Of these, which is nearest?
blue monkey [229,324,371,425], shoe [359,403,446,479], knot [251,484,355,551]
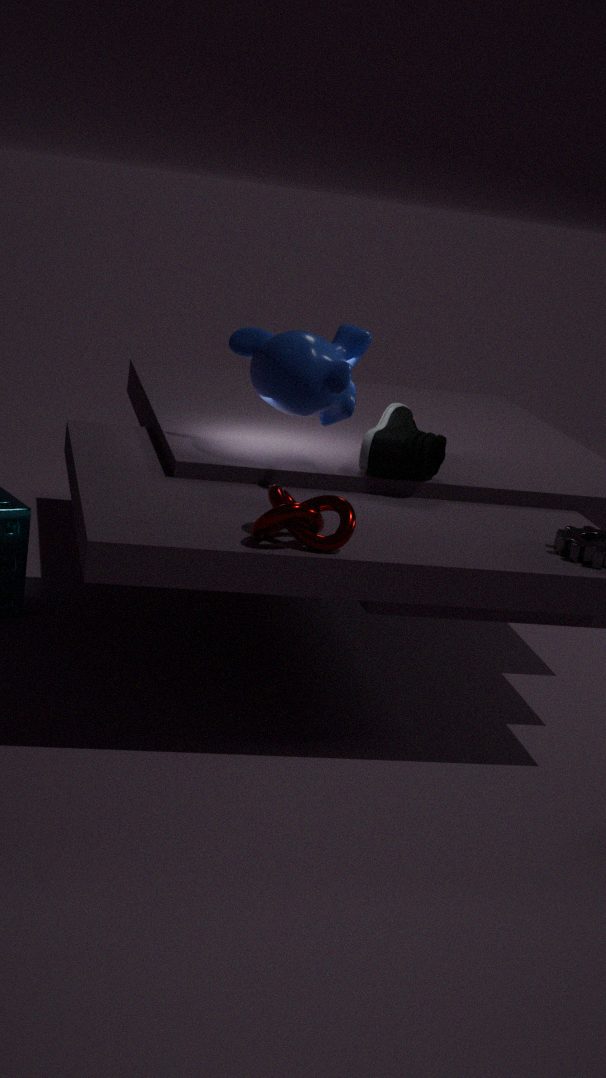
knot [251,484,355,551]
